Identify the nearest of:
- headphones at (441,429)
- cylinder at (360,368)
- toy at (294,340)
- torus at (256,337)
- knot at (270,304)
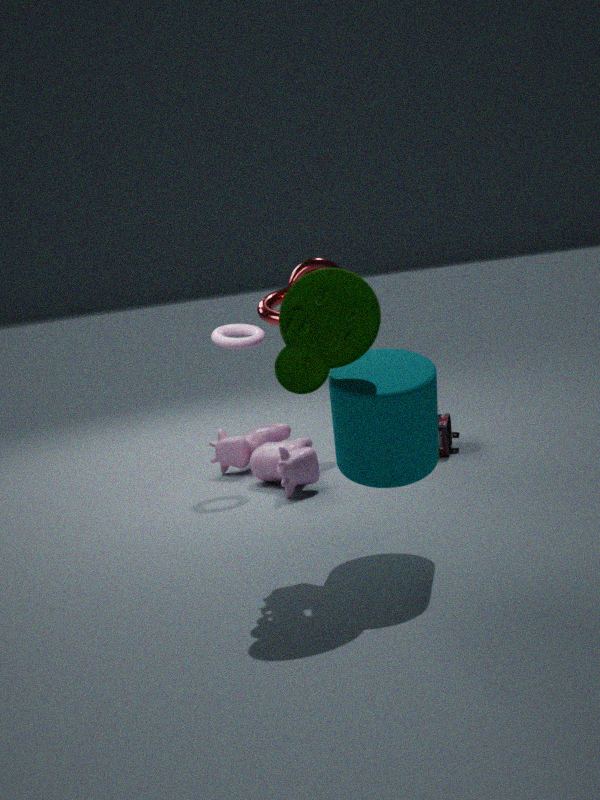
cylinder at (360,368)
